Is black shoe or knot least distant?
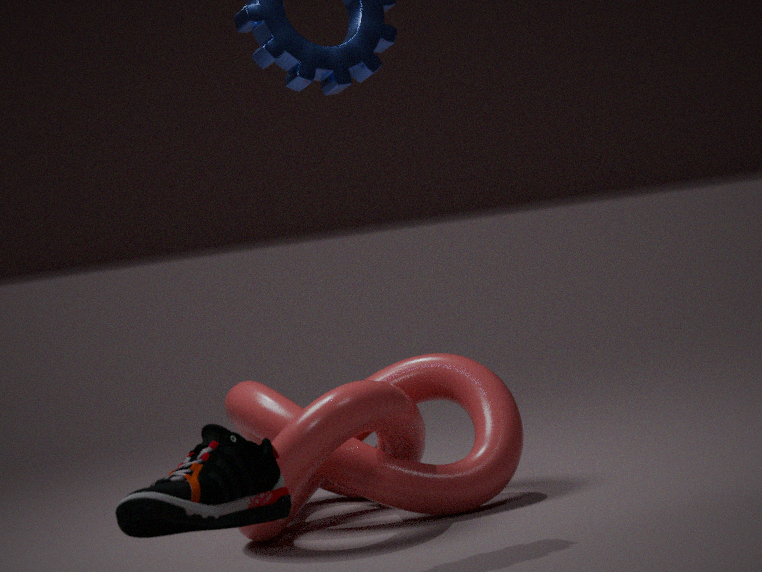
black shoe
